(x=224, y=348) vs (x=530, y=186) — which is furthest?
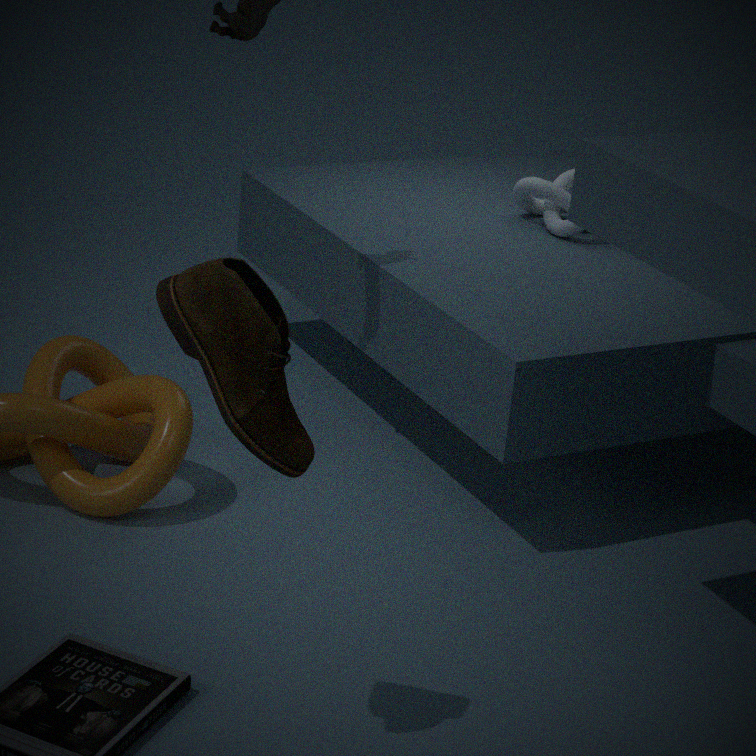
(x=530, y=186)
